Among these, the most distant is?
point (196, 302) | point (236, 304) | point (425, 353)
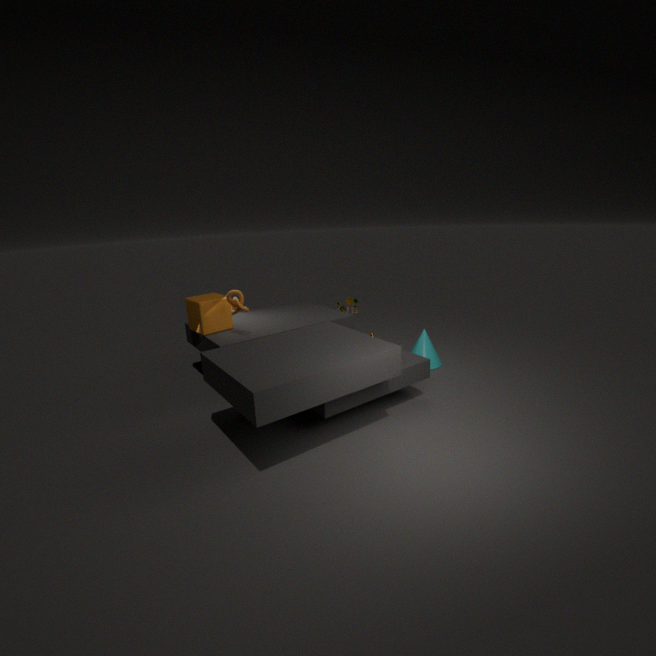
point (425, 353)
